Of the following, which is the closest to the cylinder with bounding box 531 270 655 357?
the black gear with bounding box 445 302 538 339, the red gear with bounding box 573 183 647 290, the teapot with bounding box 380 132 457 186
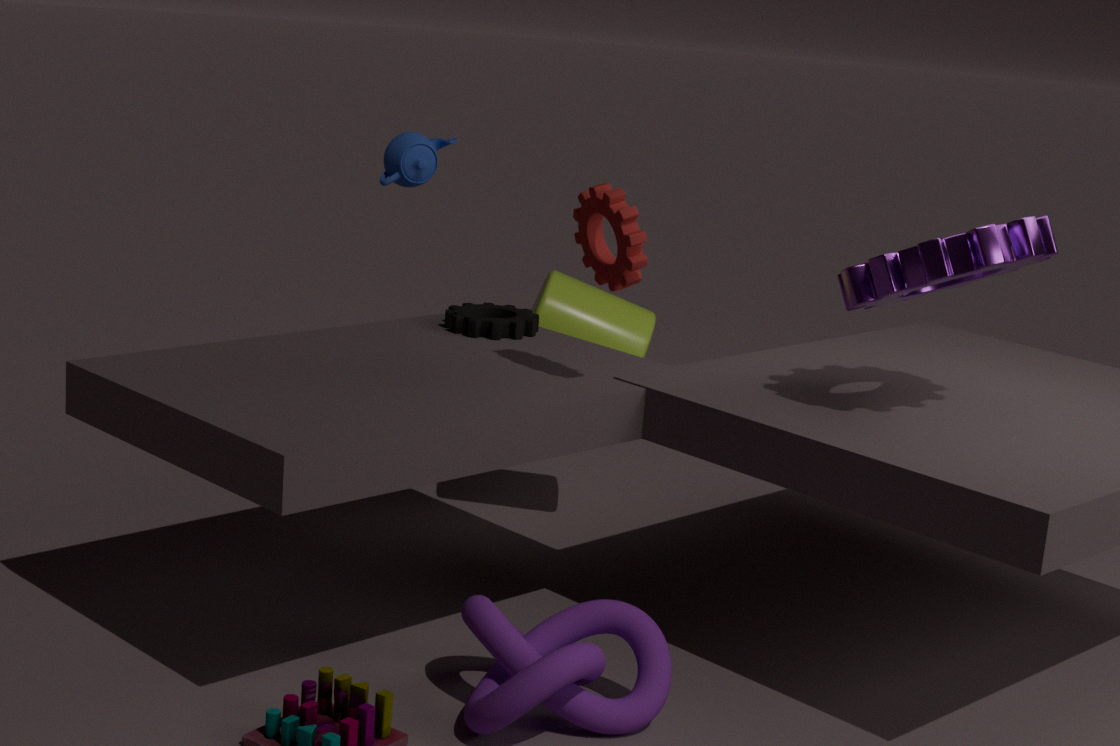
the black gear with bounding box 445 302 538 339
